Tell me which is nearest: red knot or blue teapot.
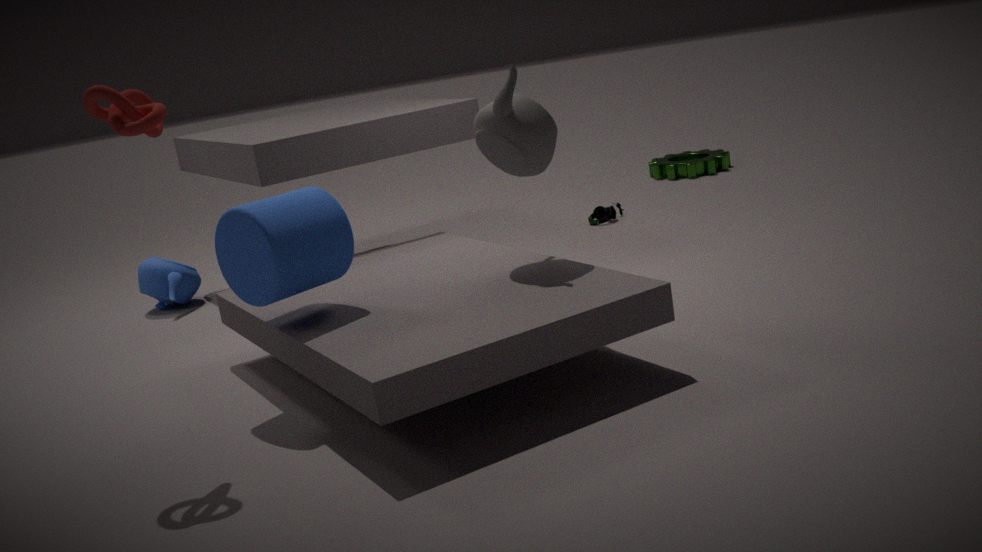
red knot
